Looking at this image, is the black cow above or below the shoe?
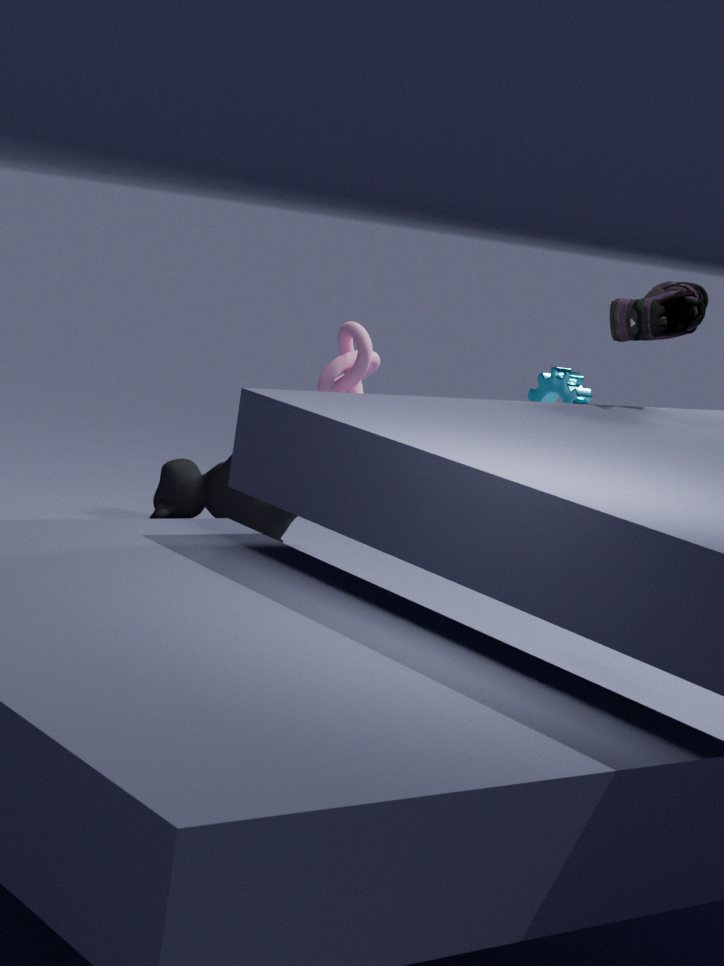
below
